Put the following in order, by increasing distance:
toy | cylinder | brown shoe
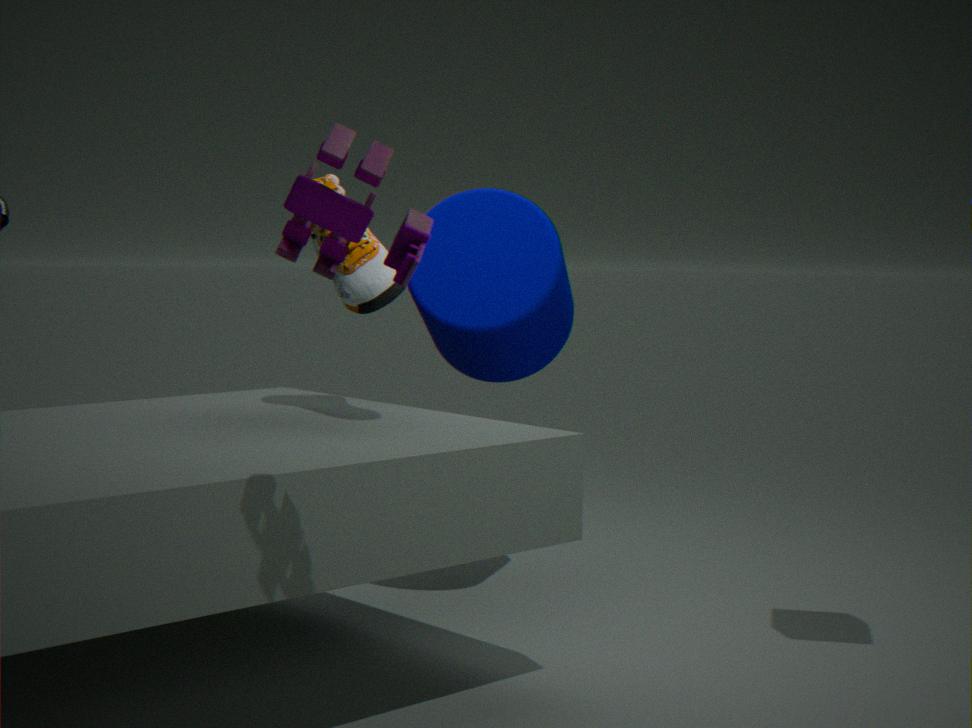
toy, brown shoe, cylinder
